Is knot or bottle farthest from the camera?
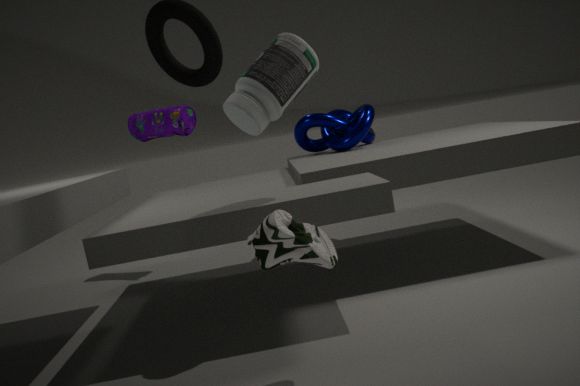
knot
